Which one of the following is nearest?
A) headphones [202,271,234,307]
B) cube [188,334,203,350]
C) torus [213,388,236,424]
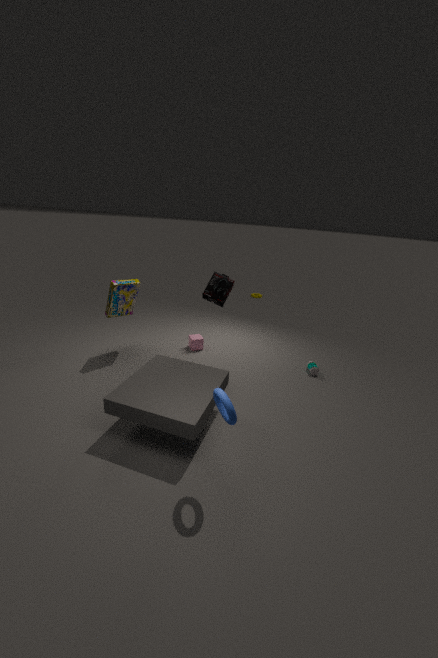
torus [213,388,236,424]
